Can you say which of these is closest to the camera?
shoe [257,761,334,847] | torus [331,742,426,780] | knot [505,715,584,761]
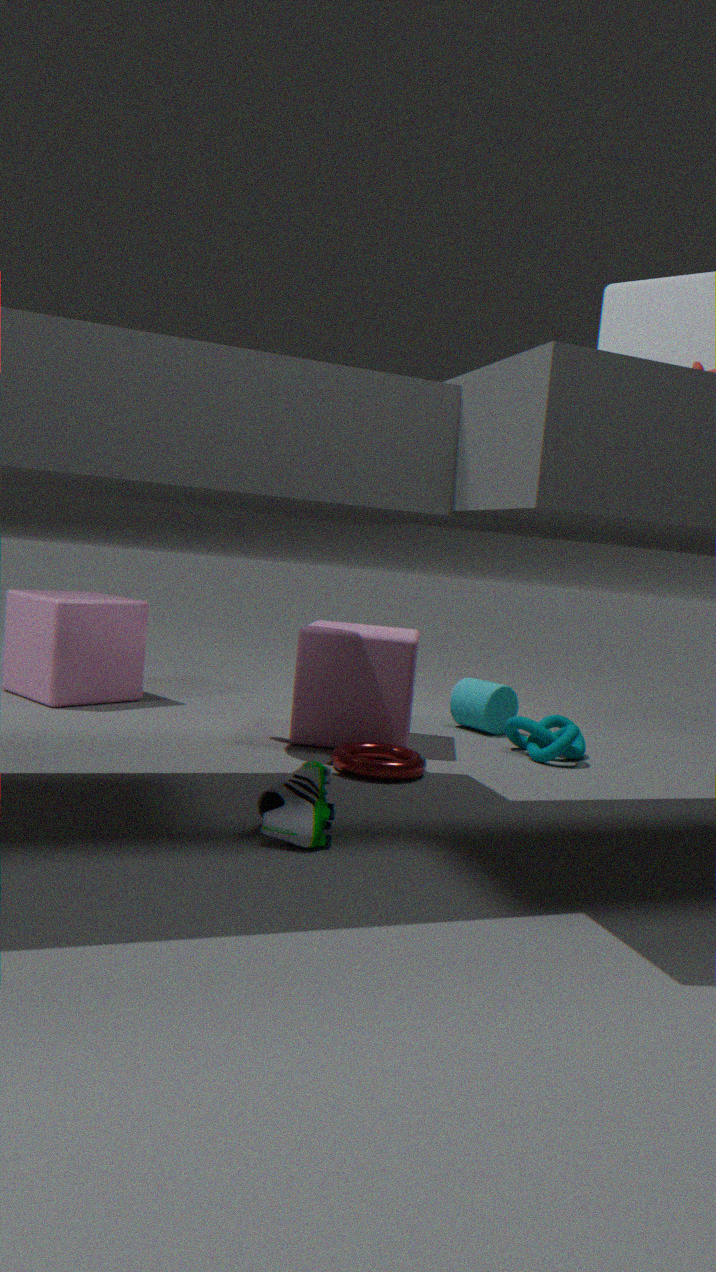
shoe [257,761,334,847]
